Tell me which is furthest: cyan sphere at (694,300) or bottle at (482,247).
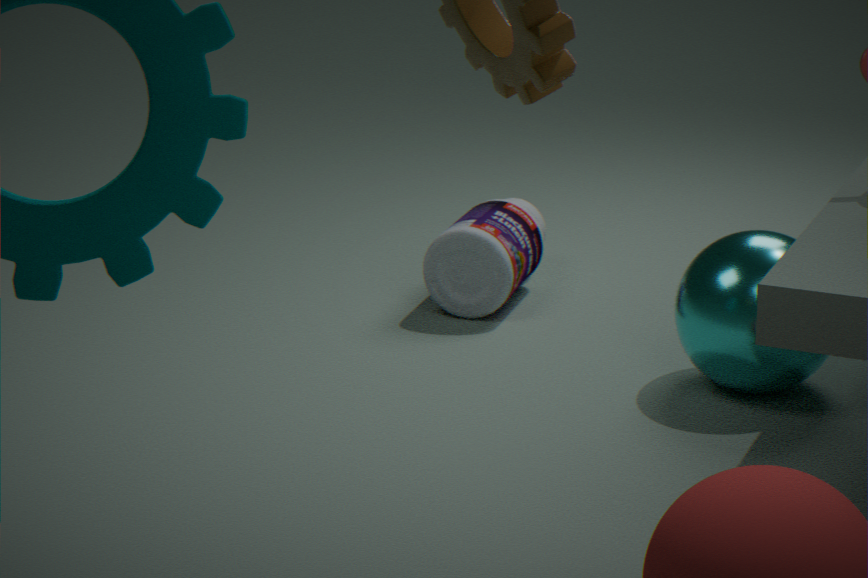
bottle at (482,247)
